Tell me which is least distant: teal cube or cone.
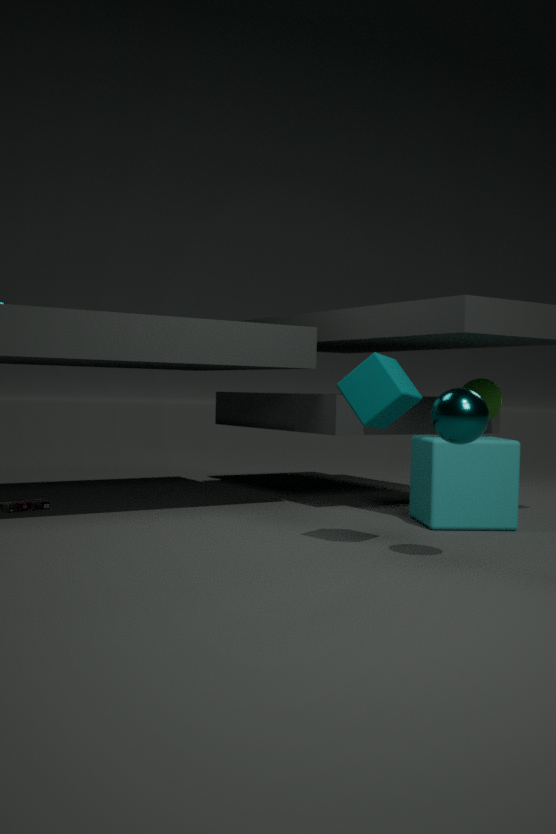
teal cube
